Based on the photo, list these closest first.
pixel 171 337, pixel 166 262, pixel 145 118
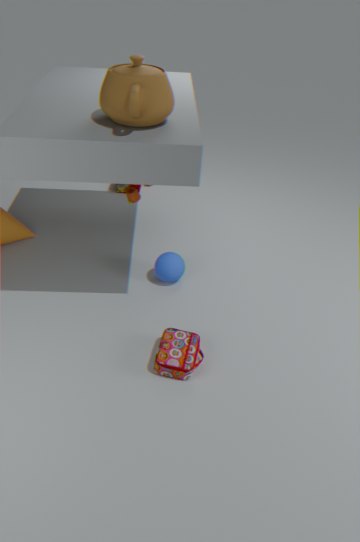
1. pixel 145 118
2. pixel 171 337
3. pixel 166 262
